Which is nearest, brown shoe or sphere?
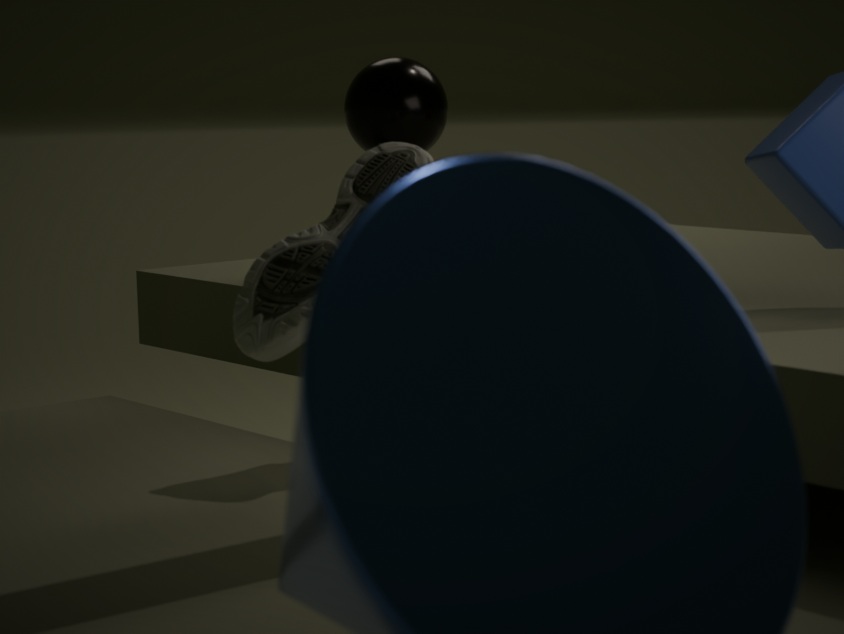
brown shoe
